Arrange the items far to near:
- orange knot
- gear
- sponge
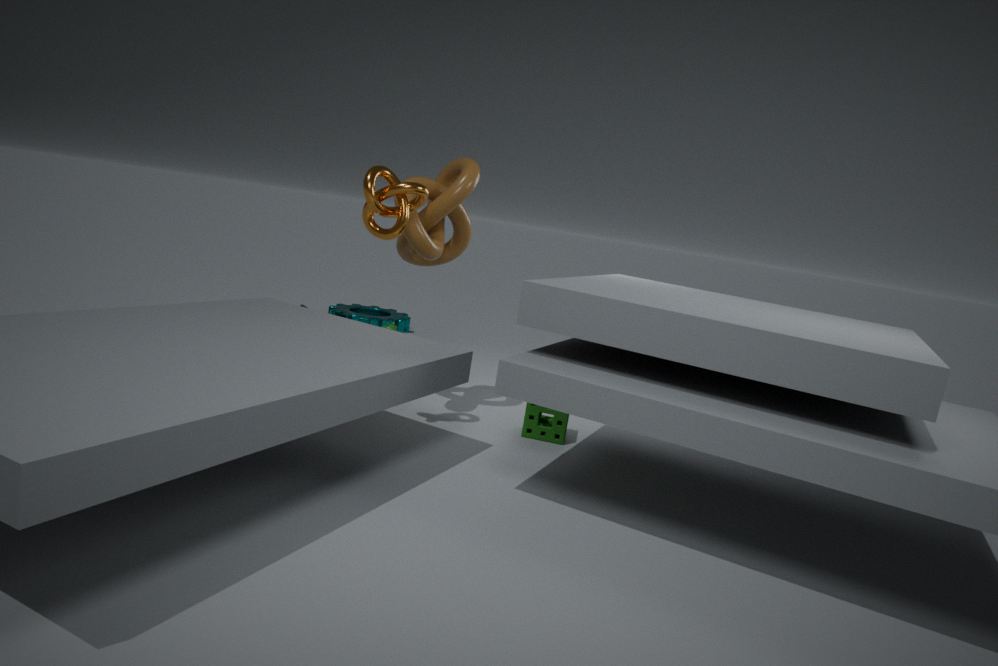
gear, sponge, orange knot
